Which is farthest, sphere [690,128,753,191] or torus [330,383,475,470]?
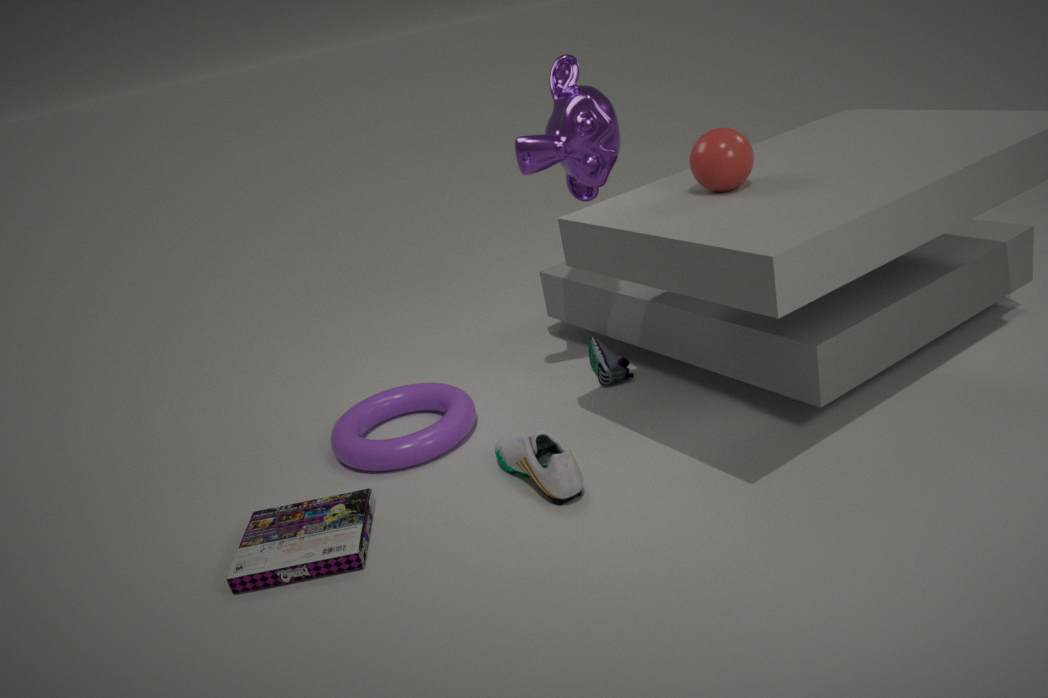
torus [330,383,475,470]
